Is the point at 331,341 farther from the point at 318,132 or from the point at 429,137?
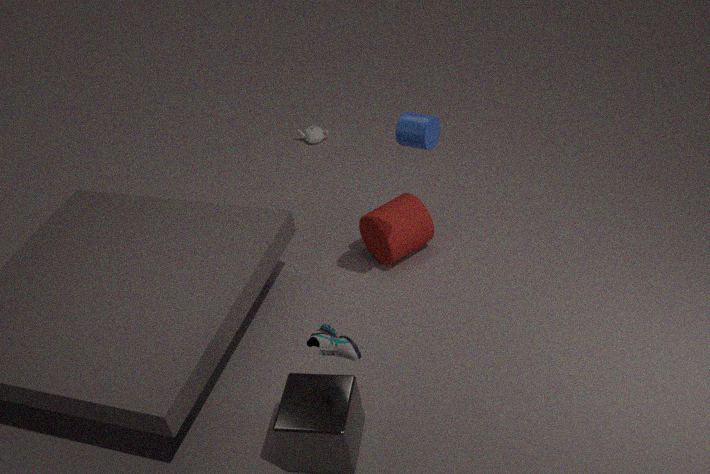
the point at 318,132
